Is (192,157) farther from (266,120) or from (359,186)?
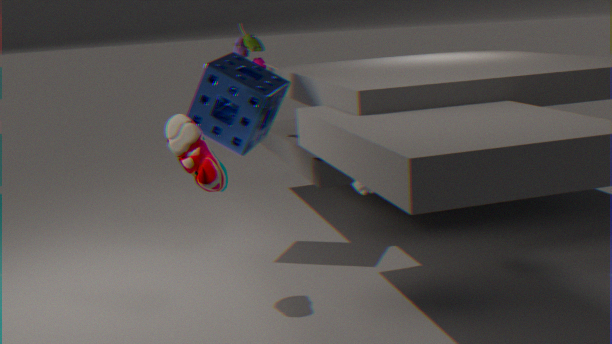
(359,186)
